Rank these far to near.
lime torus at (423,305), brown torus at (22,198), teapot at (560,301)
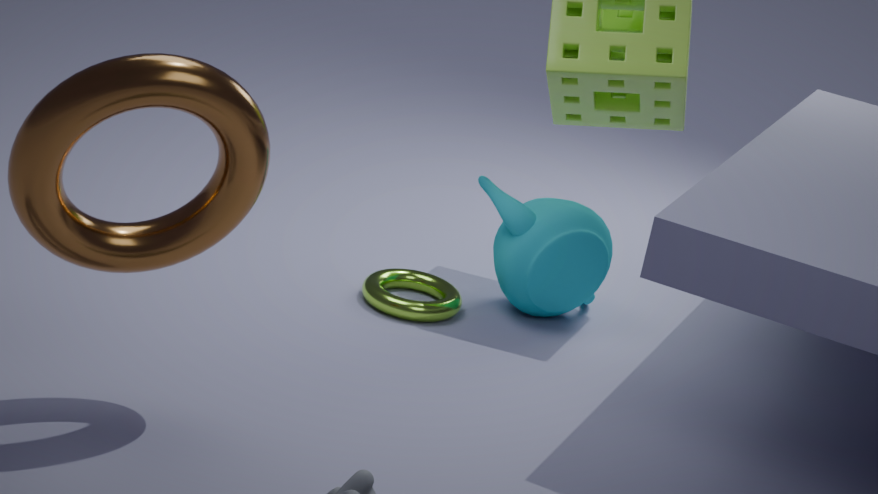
teapot at (560,301), lime torus at (423,305), brown torus at (22,198)
